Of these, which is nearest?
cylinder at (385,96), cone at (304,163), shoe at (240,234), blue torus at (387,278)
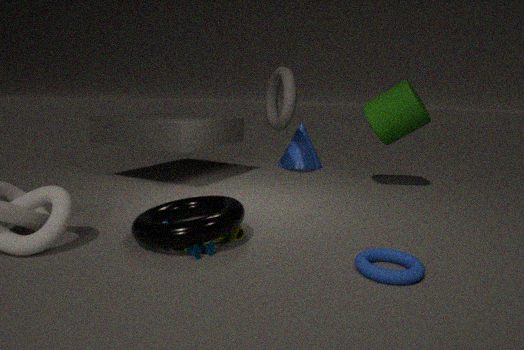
blue torus at (387,278)
